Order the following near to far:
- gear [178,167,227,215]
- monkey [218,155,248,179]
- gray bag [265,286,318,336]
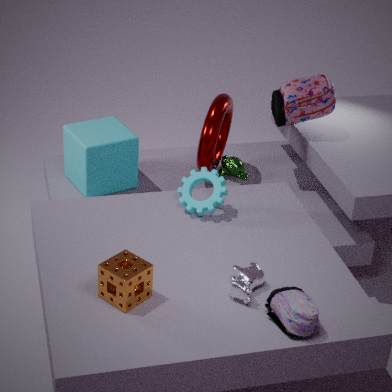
gray bag [265,286,318,336]
gear [178,167,227,215]
monkey [218,155,248,179]
